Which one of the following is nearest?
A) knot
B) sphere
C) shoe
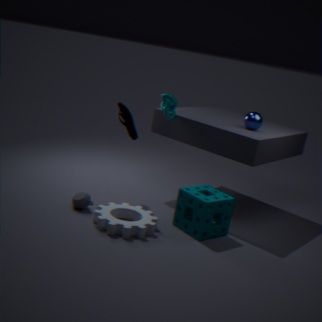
shoe
